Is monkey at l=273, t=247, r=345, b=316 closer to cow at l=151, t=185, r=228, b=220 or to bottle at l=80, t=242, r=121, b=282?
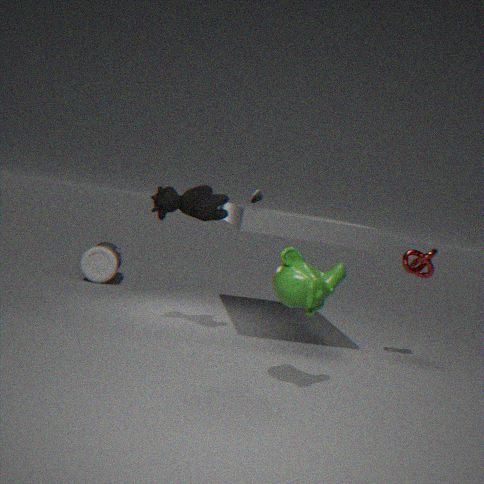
cow at l=151, t=185, r=228, b=220
